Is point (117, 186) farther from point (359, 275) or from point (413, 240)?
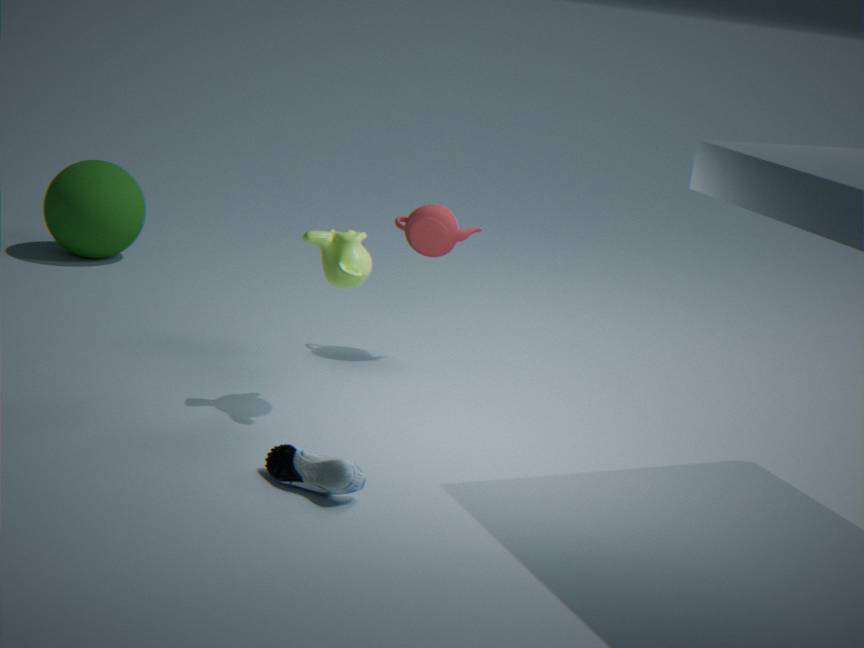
point (359, 275)
